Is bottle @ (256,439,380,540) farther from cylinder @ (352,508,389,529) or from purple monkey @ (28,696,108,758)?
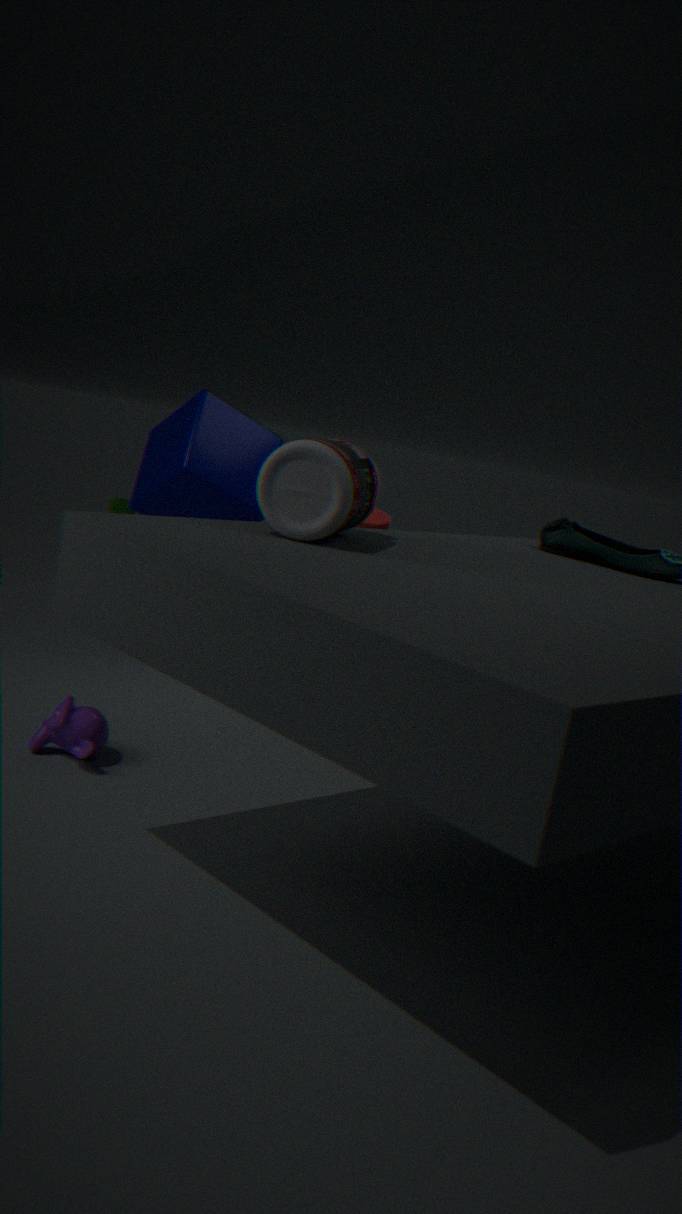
cylinder @ (352,508,389,529)
